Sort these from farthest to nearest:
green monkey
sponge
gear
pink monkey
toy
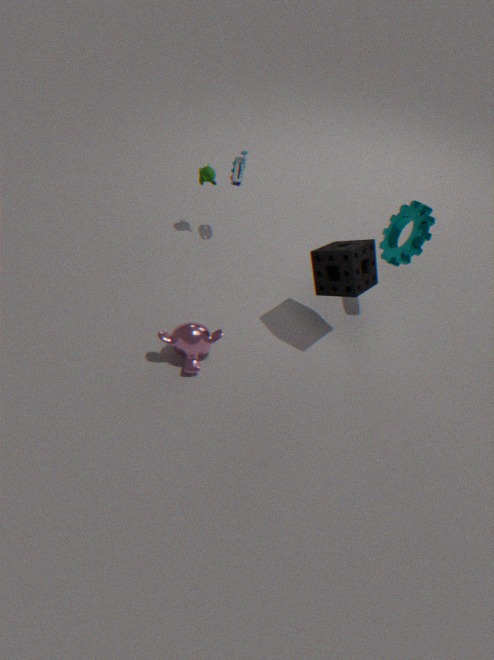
green monkey → toy → gear → pink monkey → sponge
